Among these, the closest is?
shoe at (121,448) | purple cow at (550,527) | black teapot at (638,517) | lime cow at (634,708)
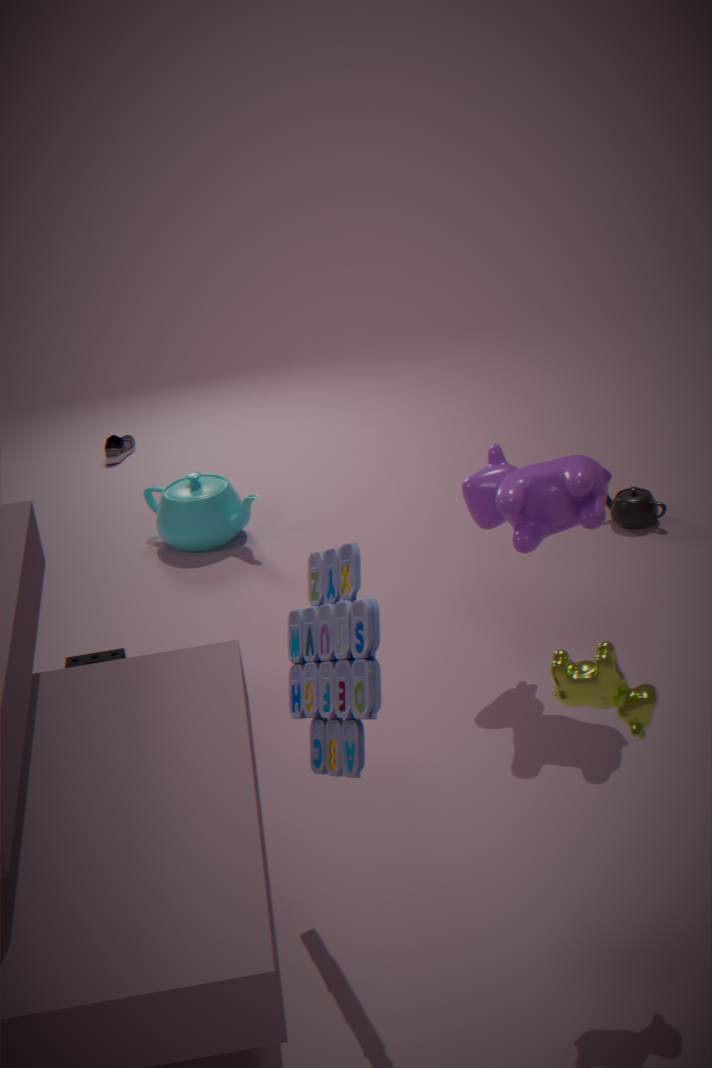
lime cow at (634,708)
